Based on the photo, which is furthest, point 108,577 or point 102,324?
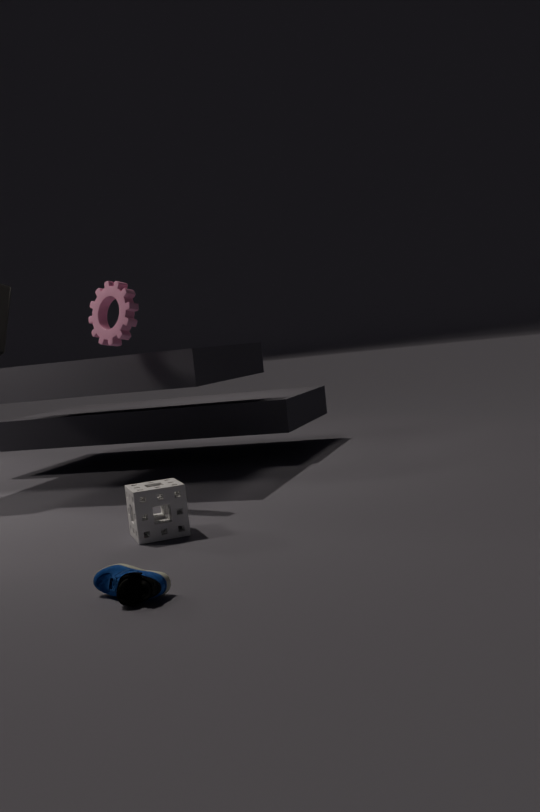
point 102,324
